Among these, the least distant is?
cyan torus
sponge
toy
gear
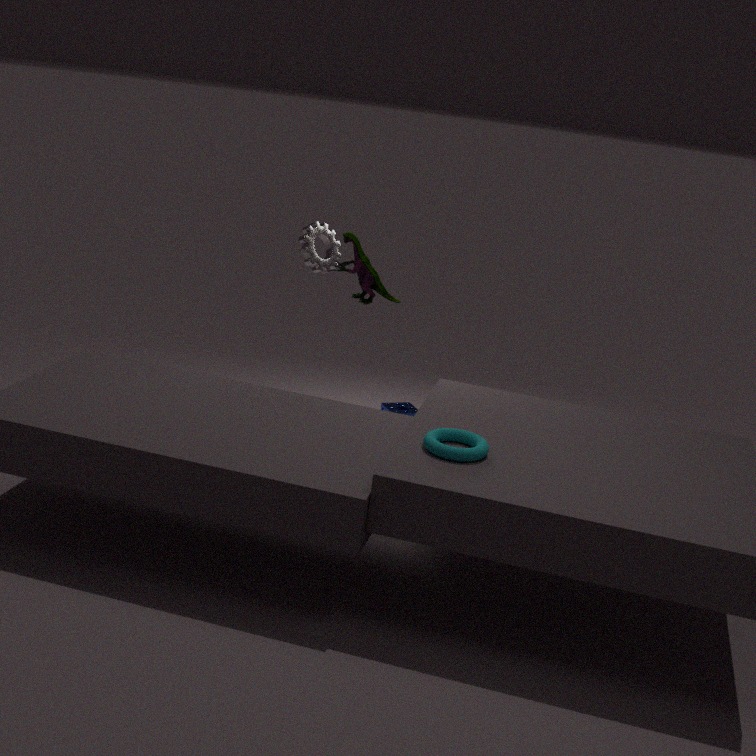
cyan torus
